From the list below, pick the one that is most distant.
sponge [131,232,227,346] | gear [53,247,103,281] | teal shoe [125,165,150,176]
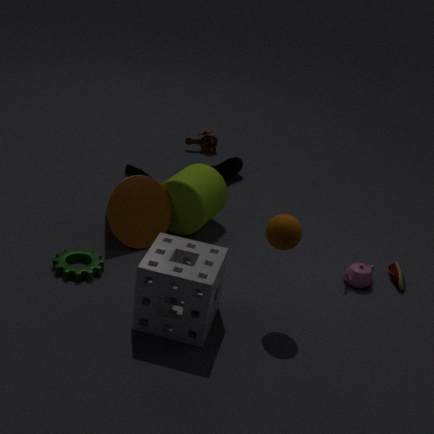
teal shoe [125,165,150,176]
